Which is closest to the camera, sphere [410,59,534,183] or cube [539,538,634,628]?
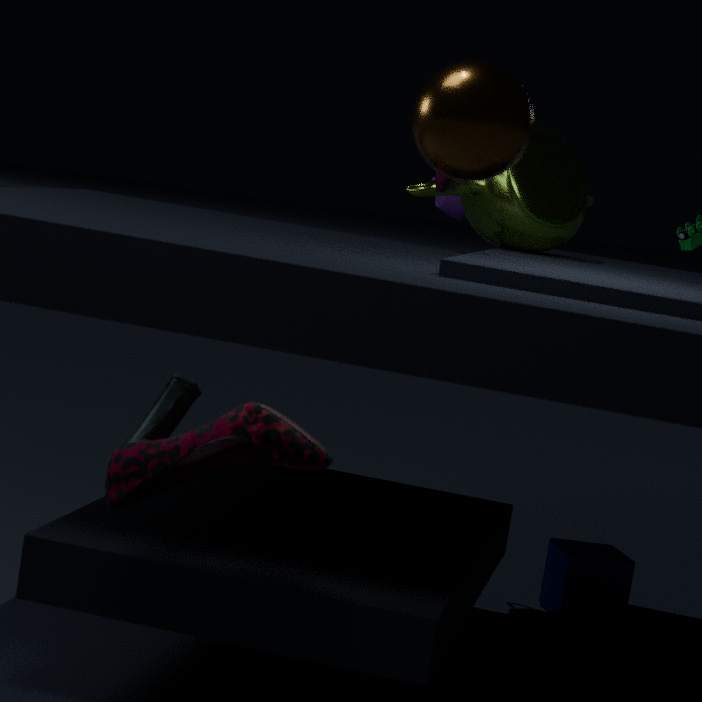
sphere [410,59,534,183]
